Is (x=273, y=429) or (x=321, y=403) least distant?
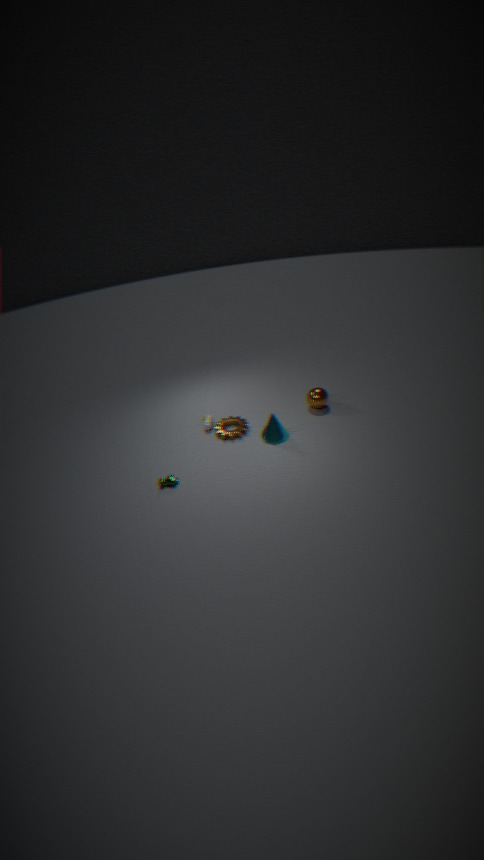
(x=273, y=429)
